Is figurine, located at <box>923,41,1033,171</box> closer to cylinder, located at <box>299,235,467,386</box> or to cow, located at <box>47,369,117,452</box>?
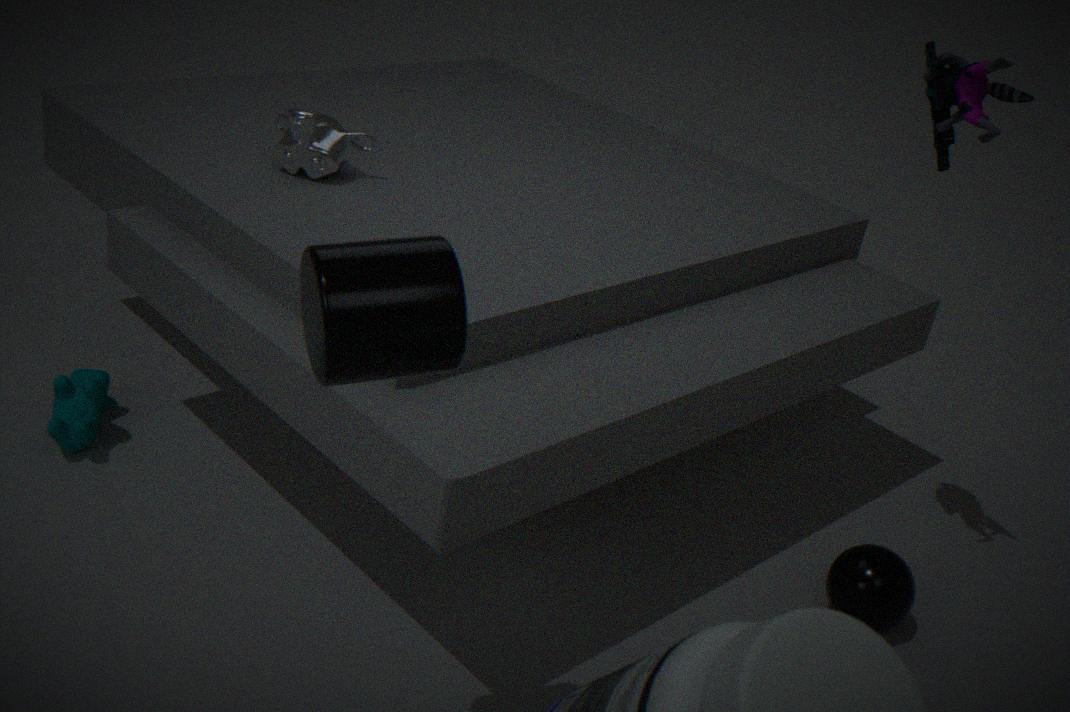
cylinder, located at <box>299,235,467,386</box>
